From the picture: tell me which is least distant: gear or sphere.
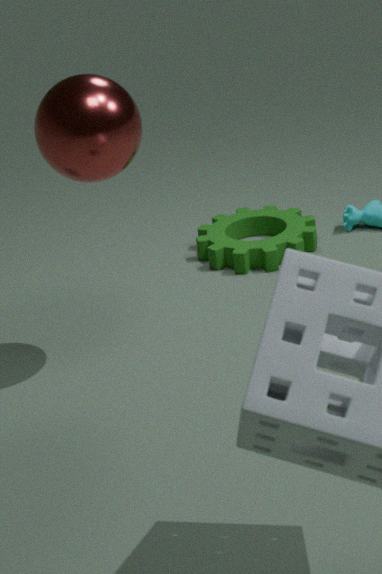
sphere
